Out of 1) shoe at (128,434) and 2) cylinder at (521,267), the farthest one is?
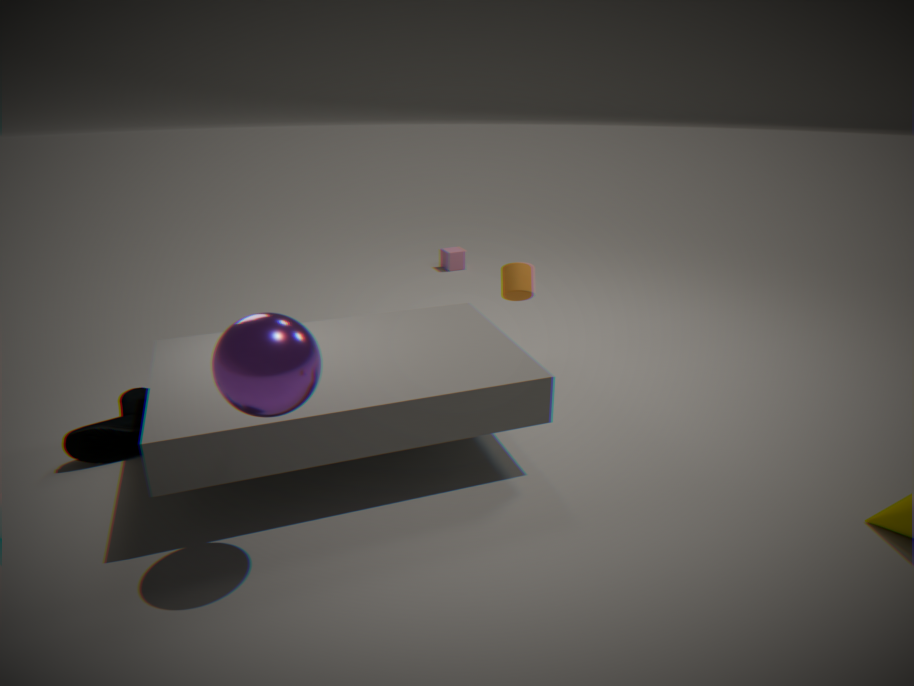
2. cylinder at (521,267)
